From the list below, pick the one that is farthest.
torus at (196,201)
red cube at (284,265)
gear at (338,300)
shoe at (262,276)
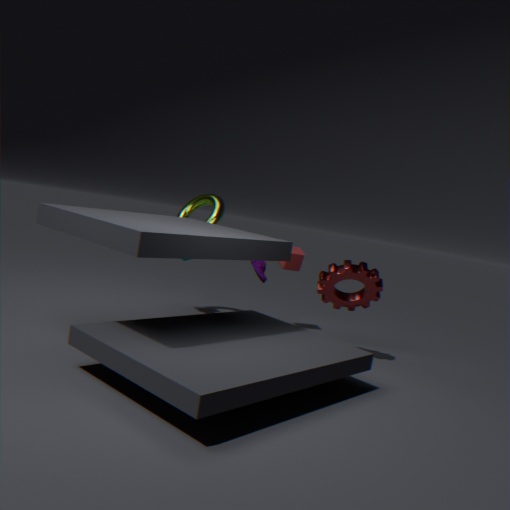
red cube at (284,265)
